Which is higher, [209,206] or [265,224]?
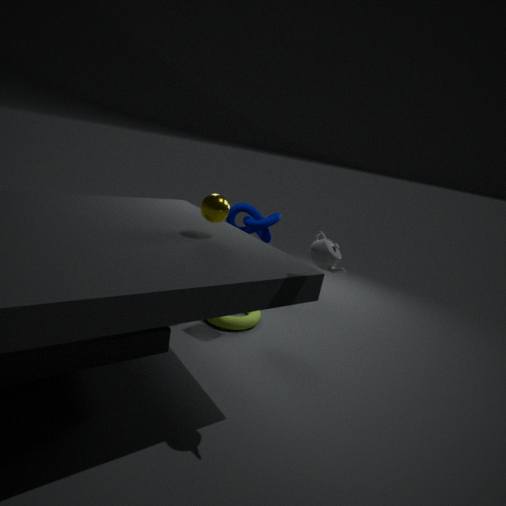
[209,206]
